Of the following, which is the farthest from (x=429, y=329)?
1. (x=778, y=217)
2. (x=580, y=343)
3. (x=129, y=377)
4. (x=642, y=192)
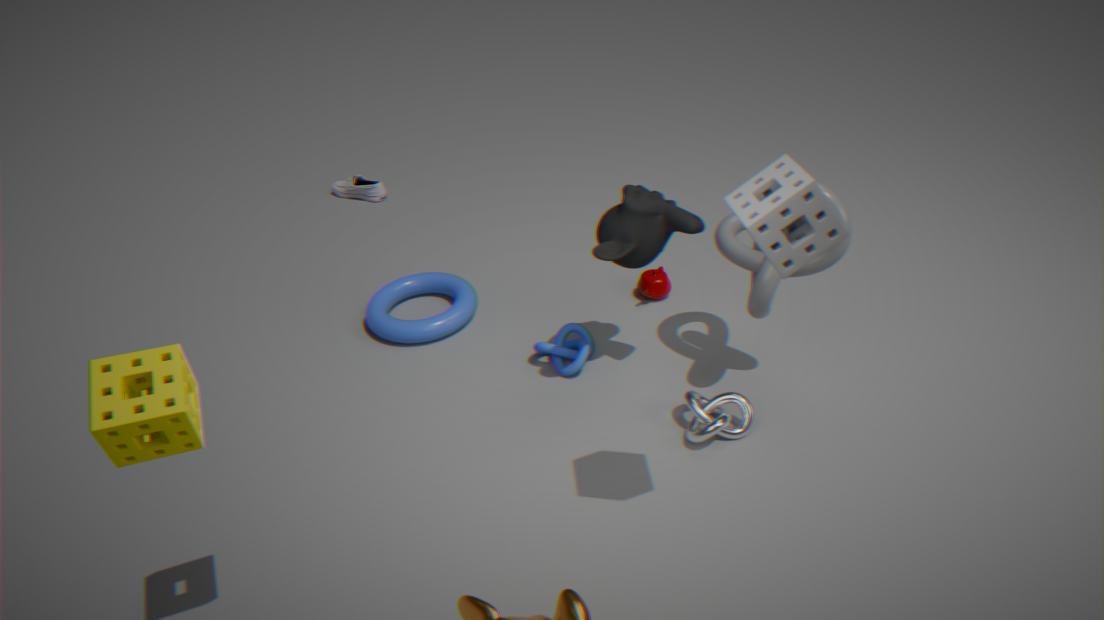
(x=778, y=217)
